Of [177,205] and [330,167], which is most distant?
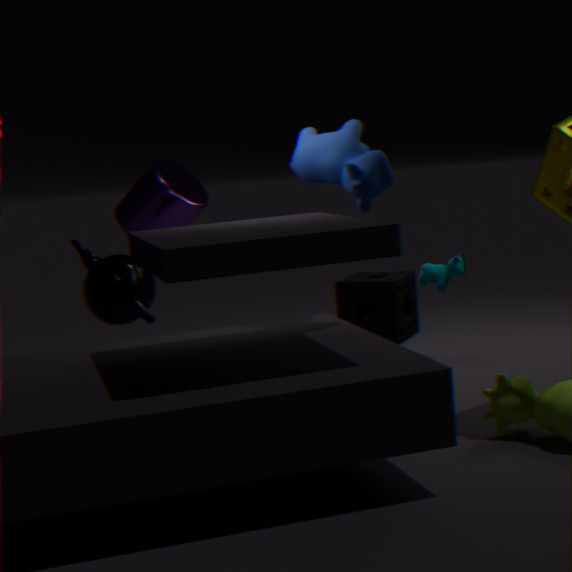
[177,205]
